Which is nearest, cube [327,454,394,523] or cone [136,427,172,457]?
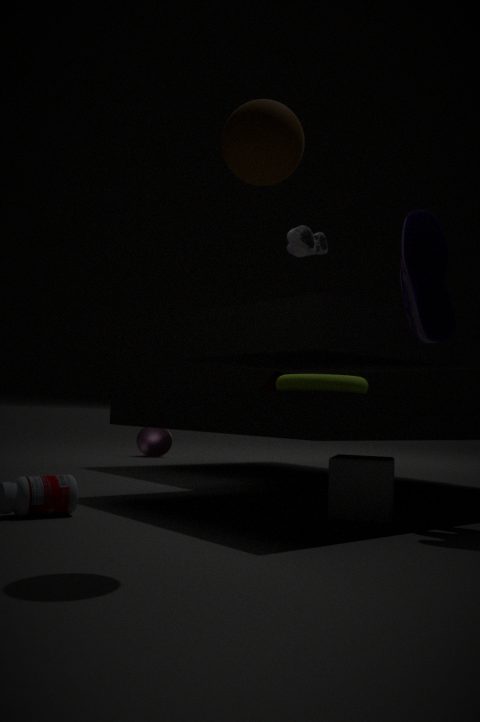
cube [327,454,394,523]
